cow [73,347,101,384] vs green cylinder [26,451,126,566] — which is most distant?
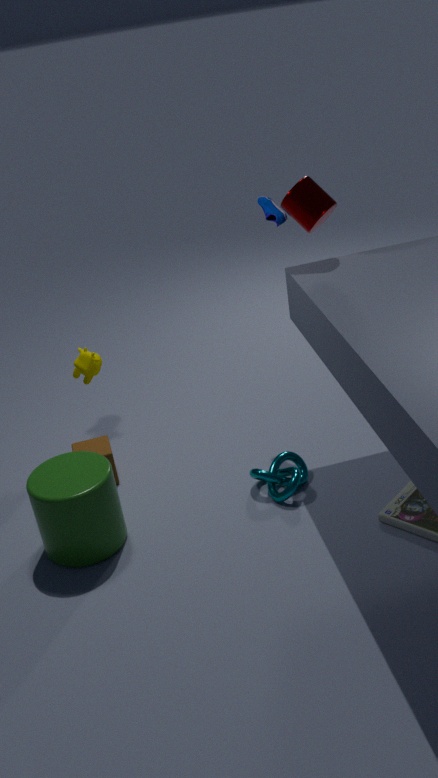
cow [73,347,101,384]
